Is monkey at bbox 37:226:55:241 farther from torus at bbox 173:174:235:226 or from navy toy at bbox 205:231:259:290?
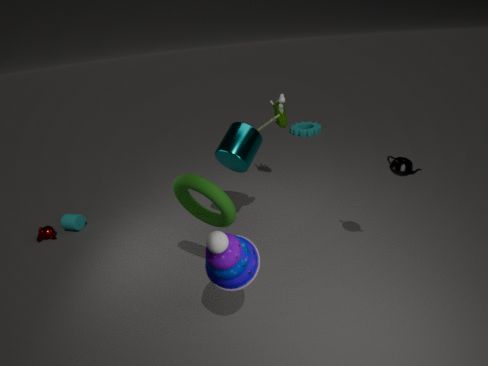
navy toy at bbox 205:231:259:290
